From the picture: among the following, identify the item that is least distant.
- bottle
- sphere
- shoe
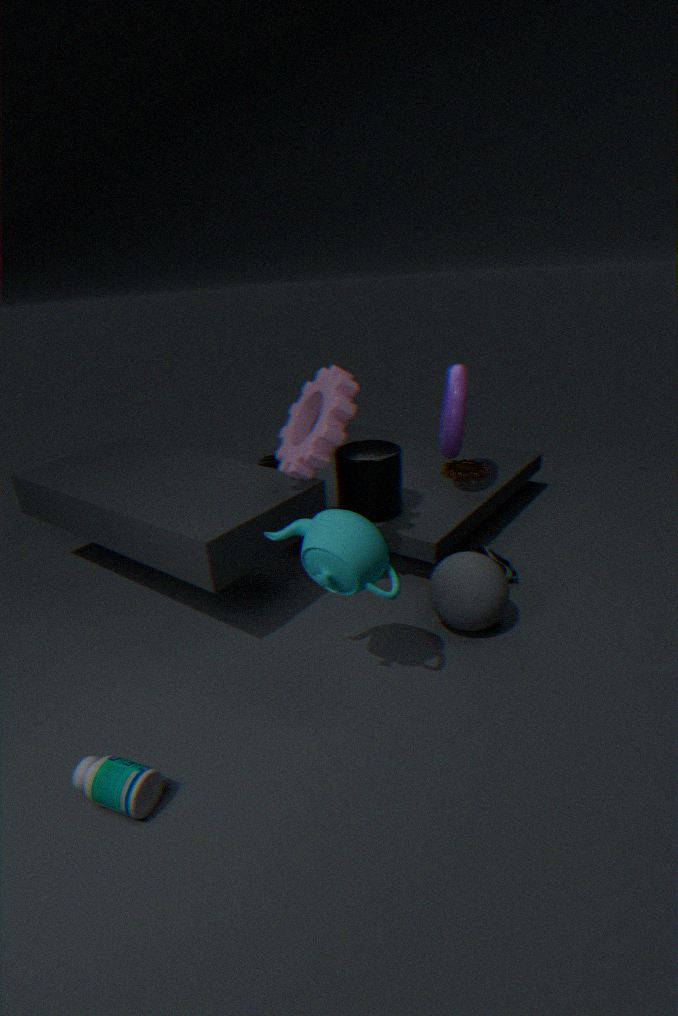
bottle
